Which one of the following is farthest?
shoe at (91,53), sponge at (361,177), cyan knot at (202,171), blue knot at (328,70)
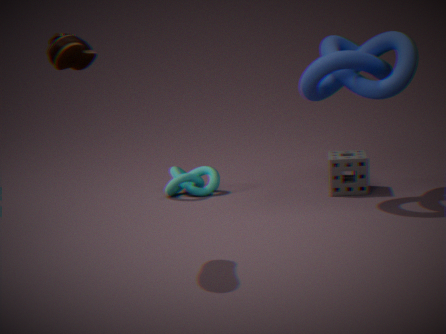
cyan knot at (202,171)
